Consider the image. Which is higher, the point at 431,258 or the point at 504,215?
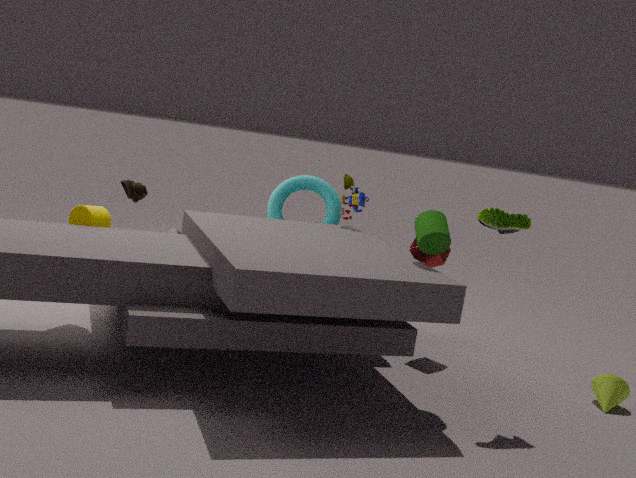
the point at 504,215
